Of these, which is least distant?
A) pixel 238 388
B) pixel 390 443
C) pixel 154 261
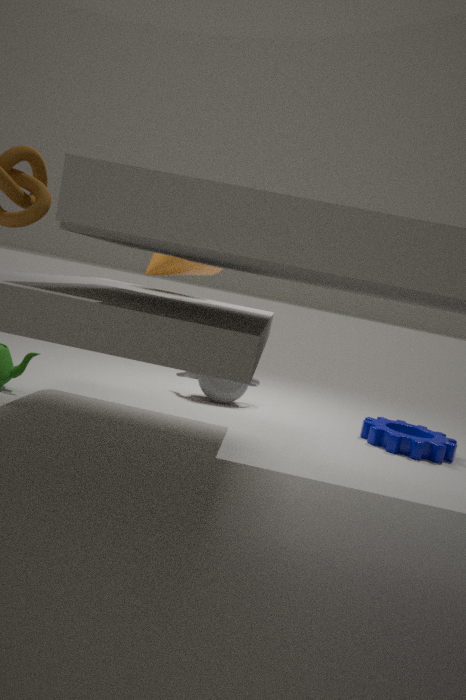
C. pixel 154 261
